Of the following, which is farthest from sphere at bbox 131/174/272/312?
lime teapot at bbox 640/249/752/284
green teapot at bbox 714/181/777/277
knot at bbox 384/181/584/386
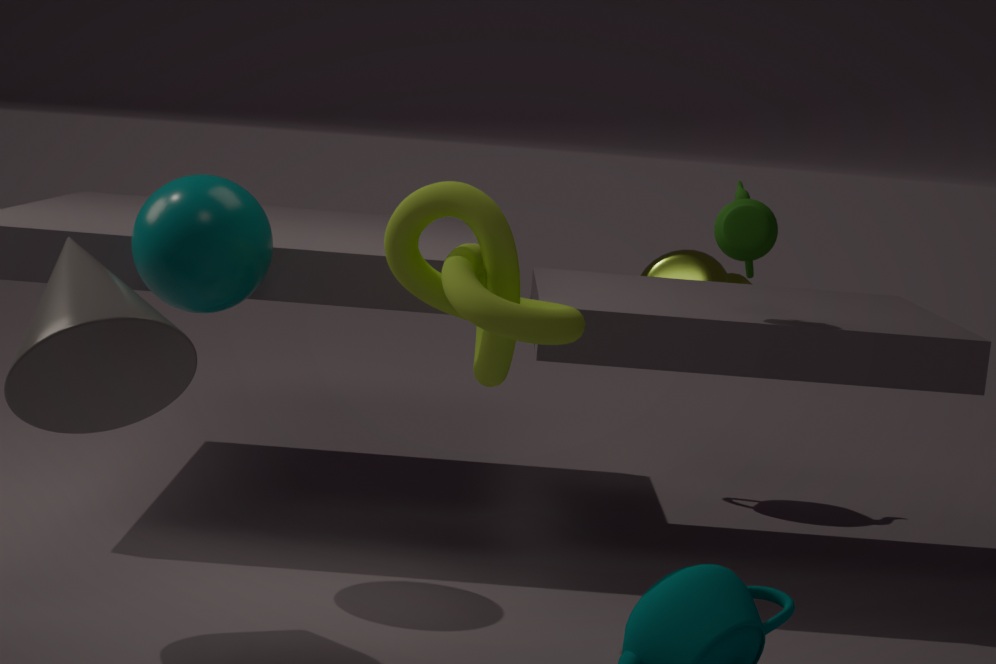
lime teapot at bbox 640/249/752/284
